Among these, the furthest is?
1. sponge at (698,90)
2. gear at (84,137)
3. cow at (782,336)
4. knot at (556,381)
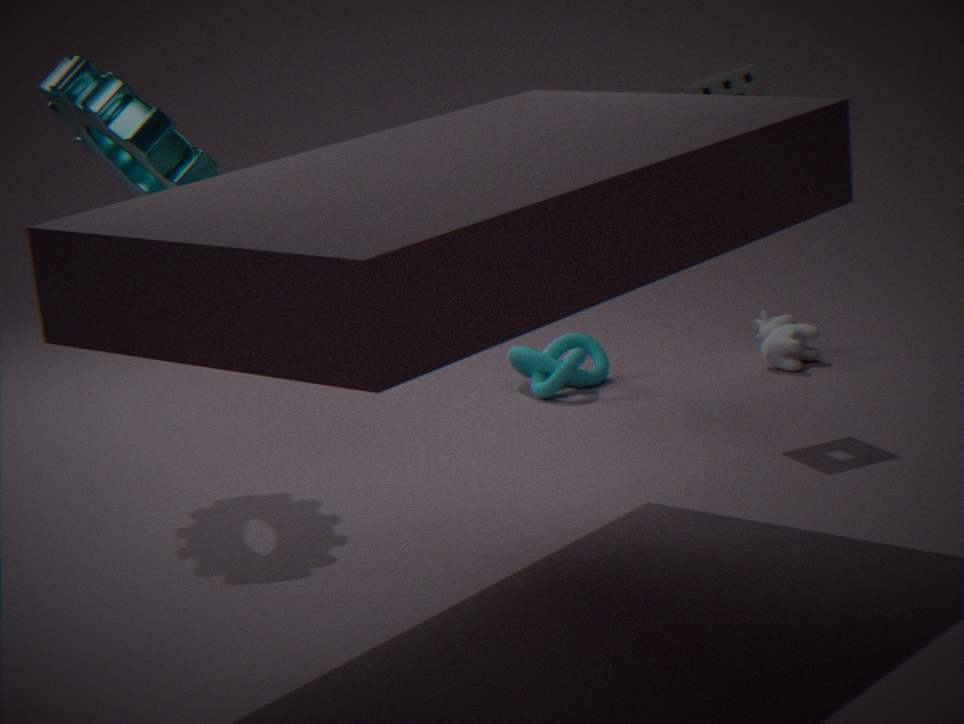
cow at (782,336)
